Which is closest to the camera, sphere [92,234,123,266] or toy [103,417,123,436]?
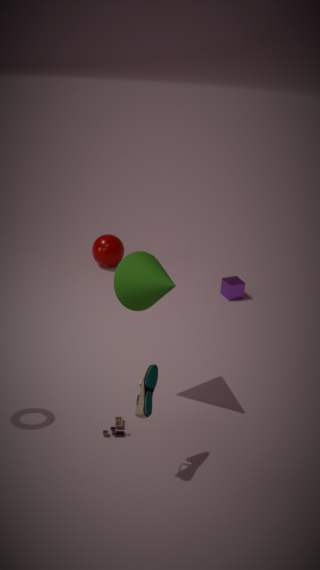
toy [103,417,123,436]
